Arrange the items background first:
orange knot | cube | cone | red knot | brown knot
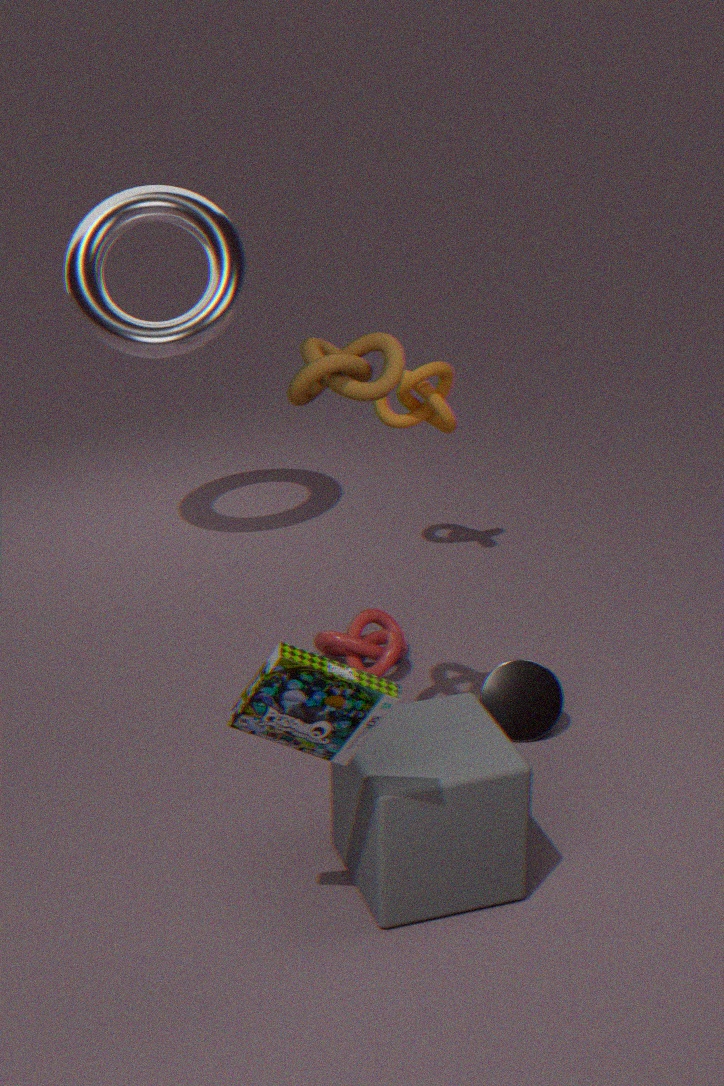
orange knot < red knot < cone < brown knot < cube
